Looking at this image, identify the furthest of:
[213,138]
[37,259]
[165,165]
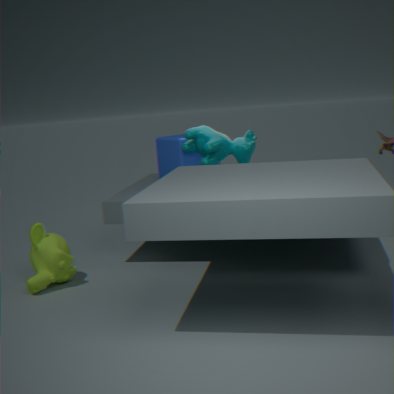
[165,165]
